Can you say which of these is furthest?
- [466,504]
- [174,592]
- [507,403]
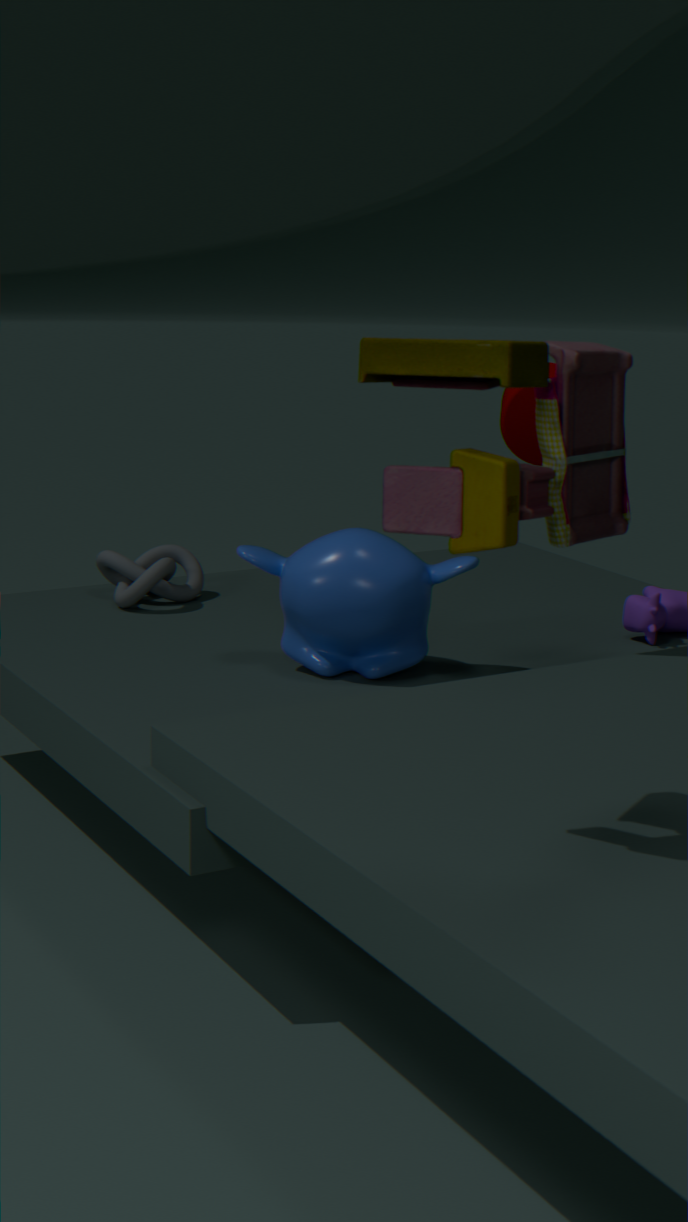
[174,592]
